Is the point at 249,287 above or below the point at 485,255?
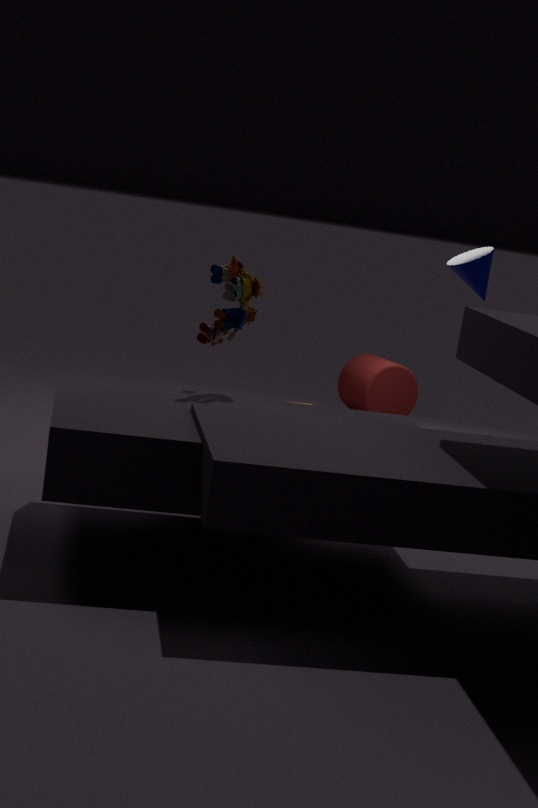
below
